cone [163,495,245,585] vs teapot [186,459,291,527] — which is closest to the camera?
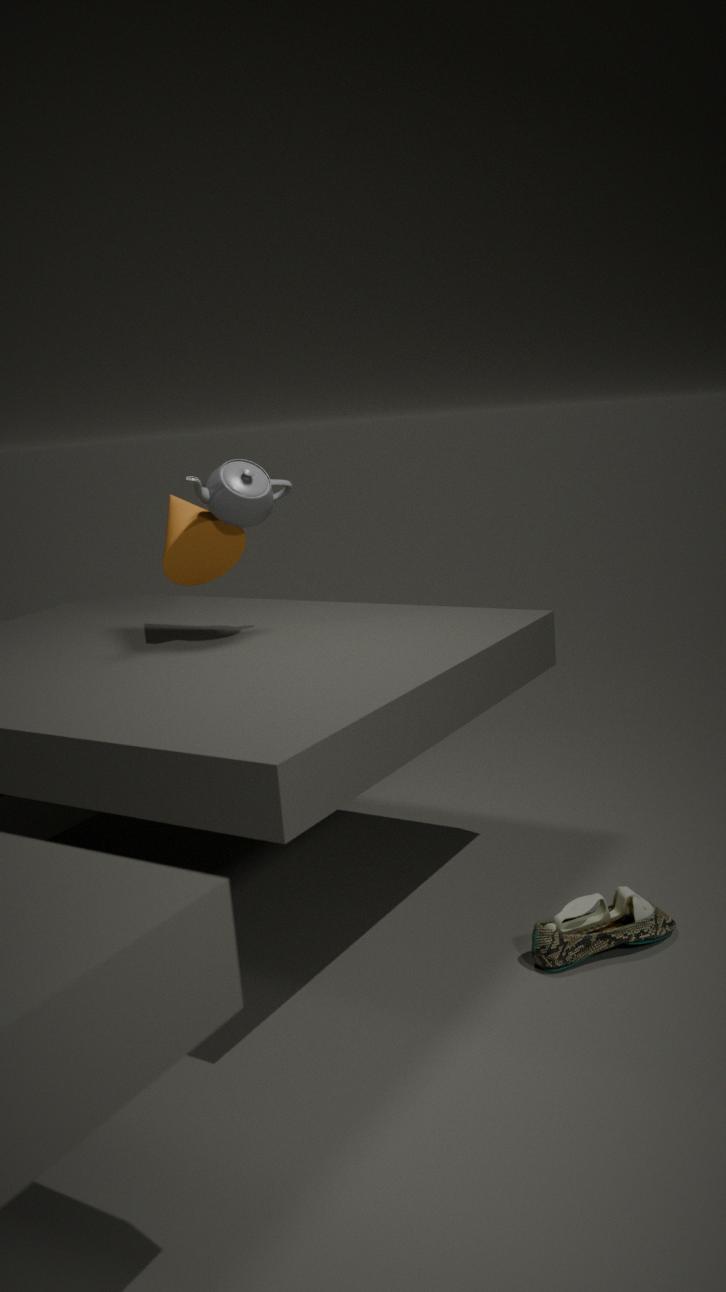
teapot [186,459,291,527]
